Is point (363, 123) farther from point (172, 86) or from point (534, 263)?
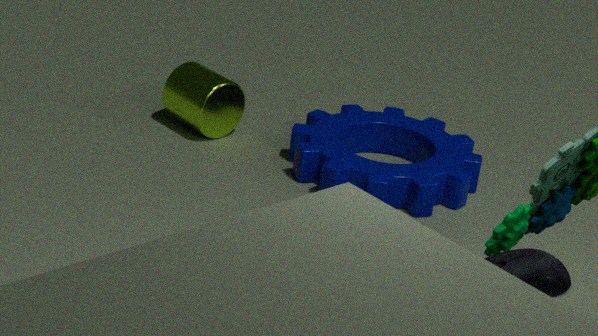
point (534, 263)
